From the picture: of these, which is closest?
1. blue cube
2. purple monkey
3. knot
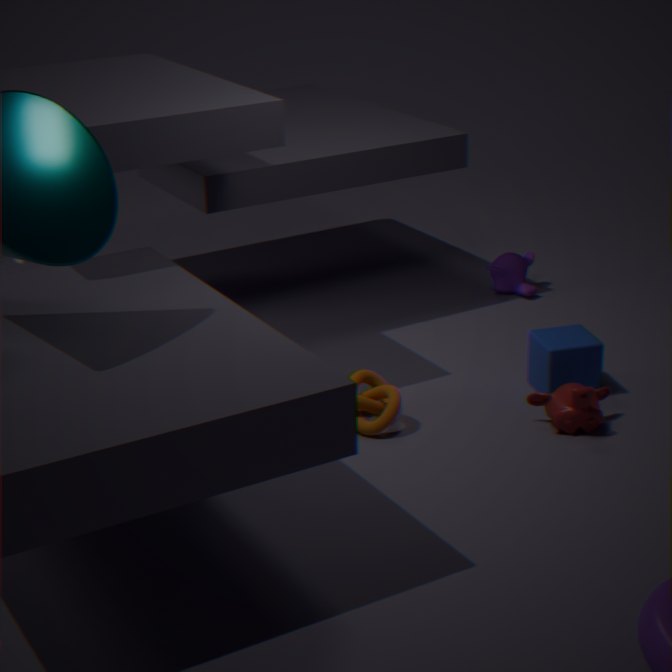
knot
